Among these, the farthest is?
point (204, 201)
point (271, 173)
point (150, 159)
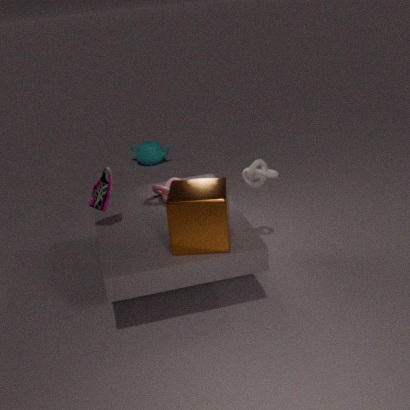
point (150, 159)
